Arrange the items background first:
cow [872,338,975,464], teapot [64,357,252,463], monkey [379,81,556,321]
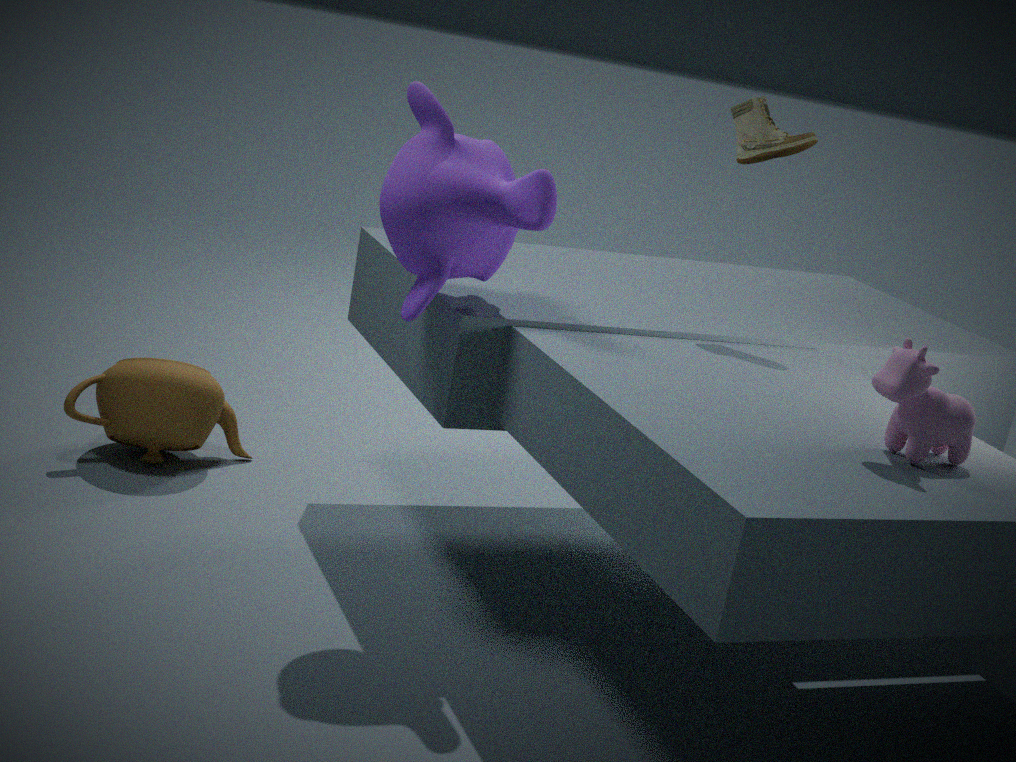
teapot [64,357,252,463] < monkey [379,81,556,321] < cow [872,338,975,464]
